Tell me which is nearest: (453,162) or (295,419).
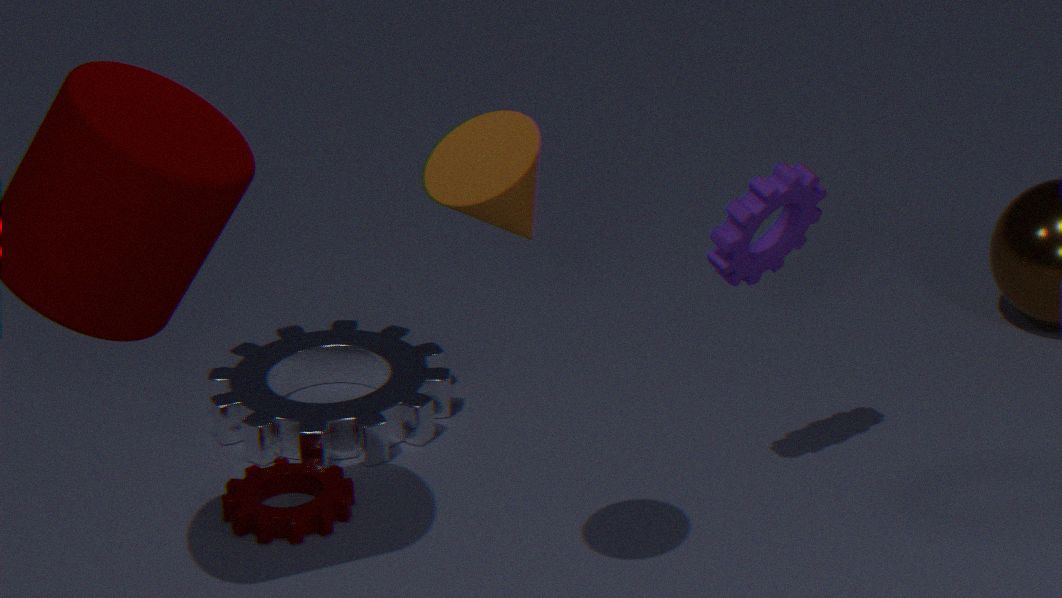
(453,162)
